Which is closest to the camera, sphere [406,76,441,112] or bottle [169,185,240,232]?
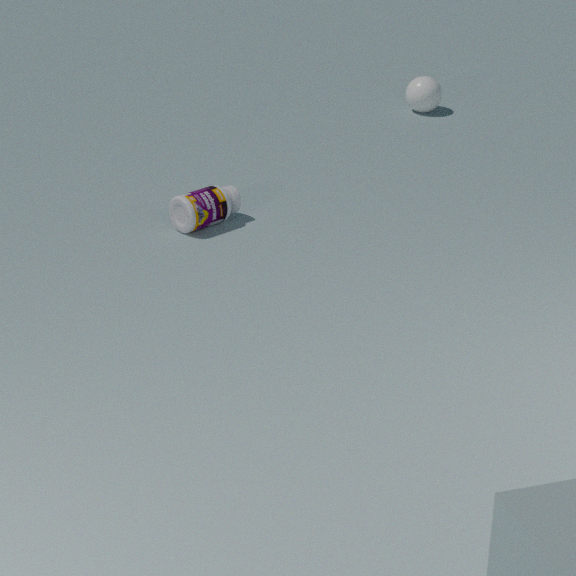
bottle [169,185,240,232]
